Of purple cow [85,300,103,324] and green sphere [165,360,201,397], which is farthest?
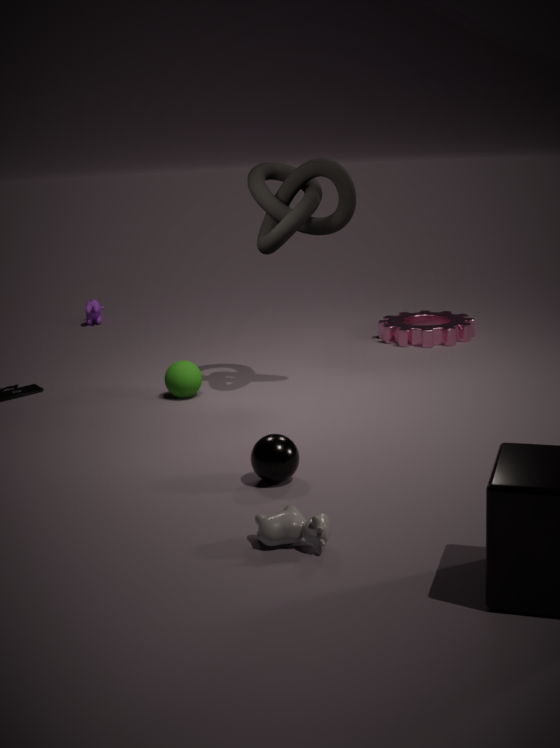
purple cow [85,300,103,324]
